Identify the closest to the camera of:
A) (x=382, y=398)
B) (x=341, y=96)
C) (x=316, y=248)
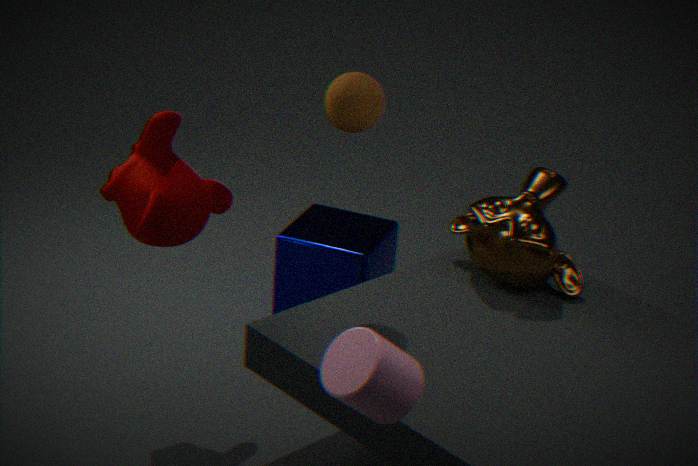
(x=382, y=398)
